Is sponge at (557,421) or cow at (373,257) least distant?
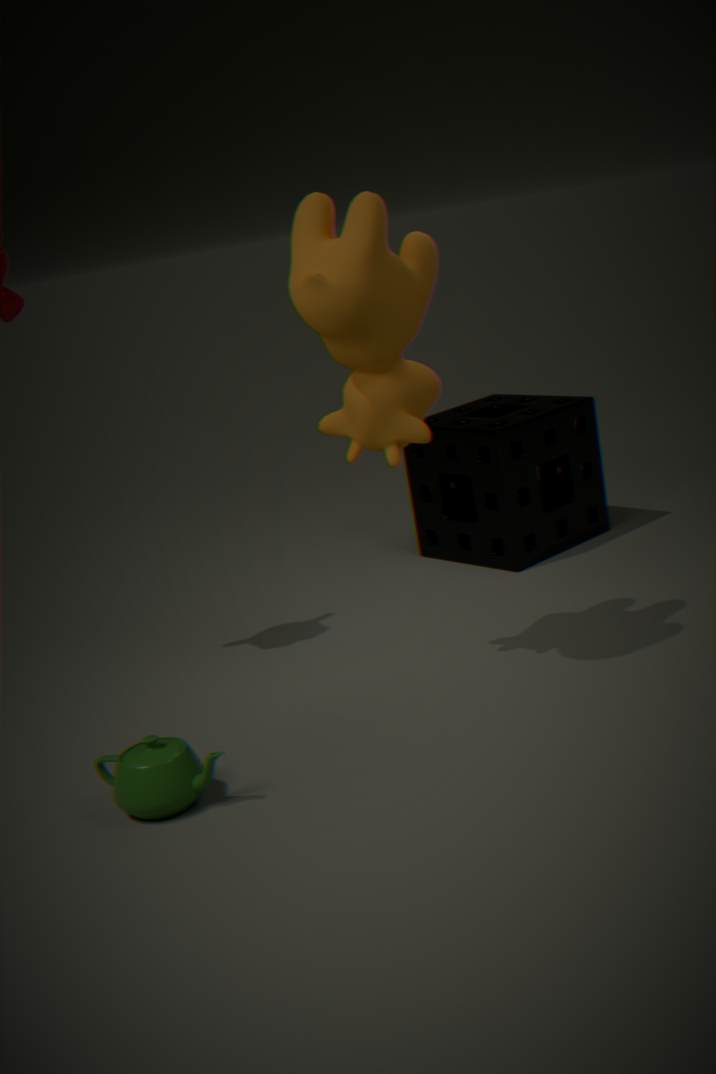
cow at (373,257)
